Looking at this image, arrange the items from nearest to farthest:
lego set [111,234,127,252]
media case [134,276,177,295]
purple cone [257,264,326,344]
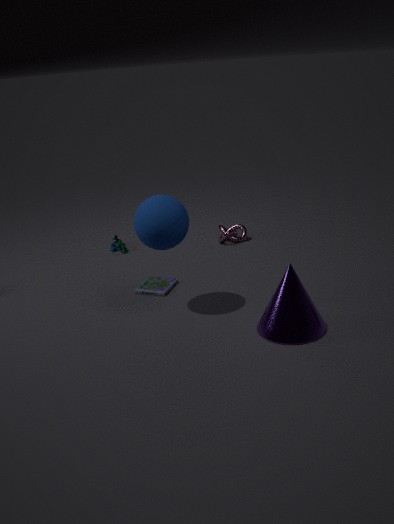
1. purple cone [257,264,326,344]
2. media case [134,276,177,295]
3. lego set [111,234,127,252]
